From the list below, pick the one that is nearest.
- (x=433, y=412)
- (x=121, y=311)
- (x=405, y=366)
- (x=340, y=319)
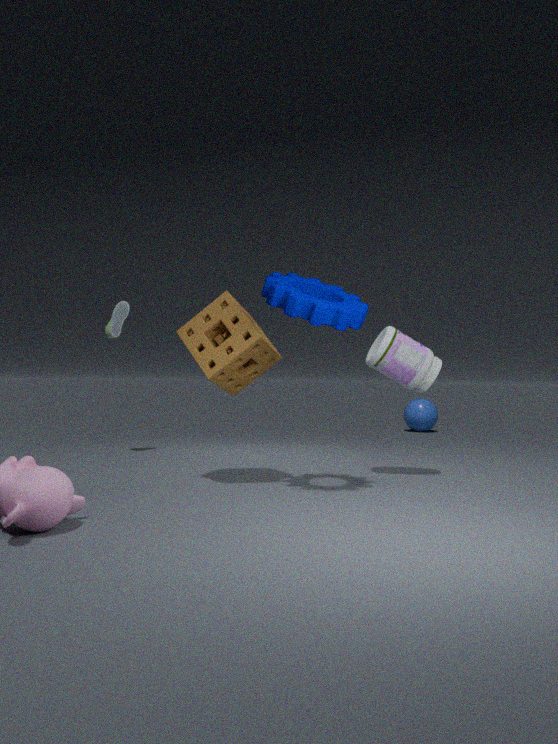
(x=340, y=319)
